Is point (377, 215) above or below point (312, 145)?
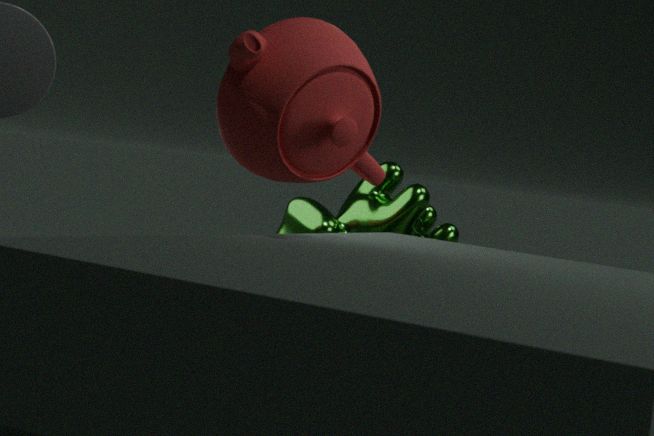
below
